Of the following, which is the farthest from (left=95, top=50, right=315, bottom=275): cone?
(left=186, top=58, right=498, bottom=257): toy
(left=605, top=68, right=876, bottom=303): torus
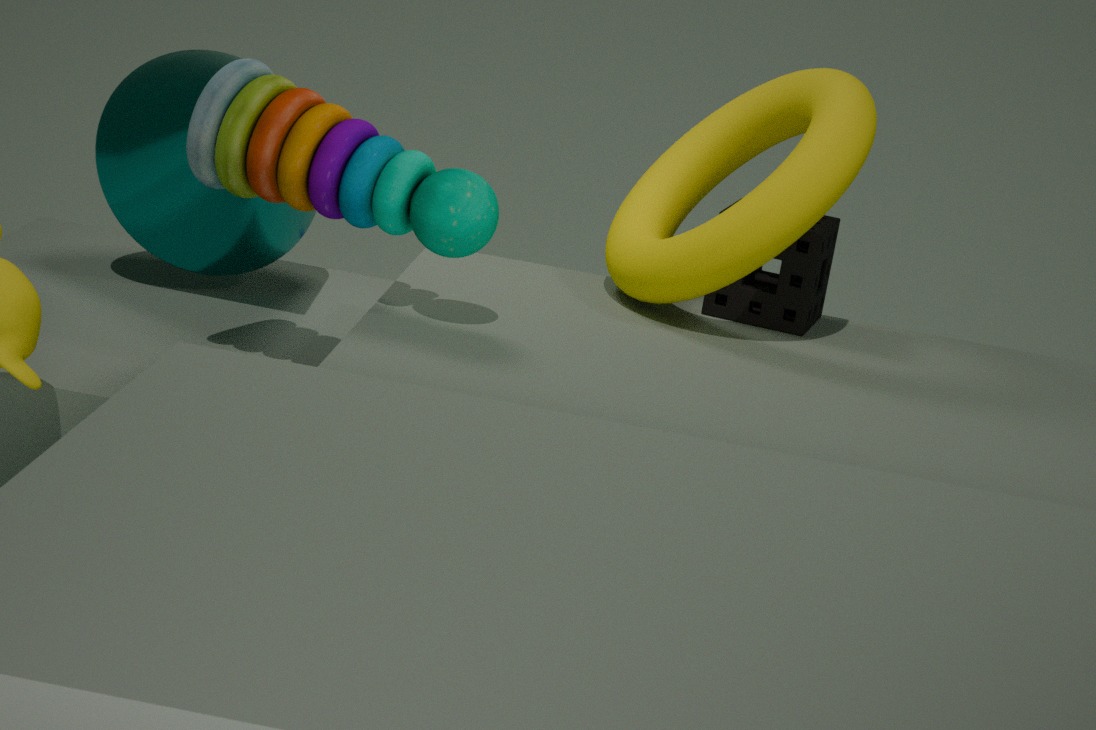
(left=605, top=68, right=876, bottom=303): torus
